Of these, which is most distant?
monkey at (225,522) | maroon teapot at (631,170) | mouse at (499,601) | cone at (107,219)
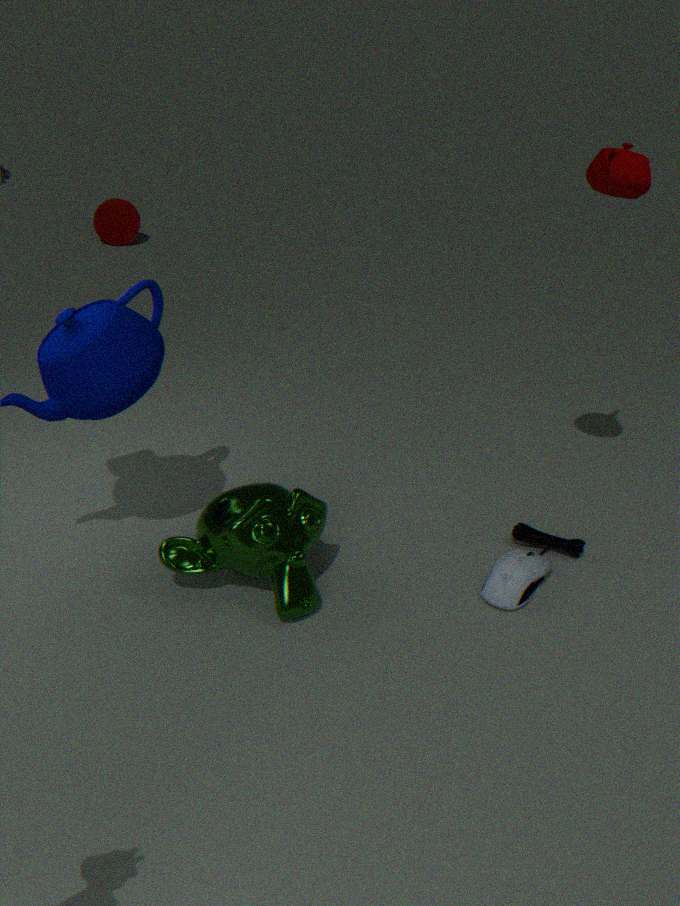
cone at (107,219)
